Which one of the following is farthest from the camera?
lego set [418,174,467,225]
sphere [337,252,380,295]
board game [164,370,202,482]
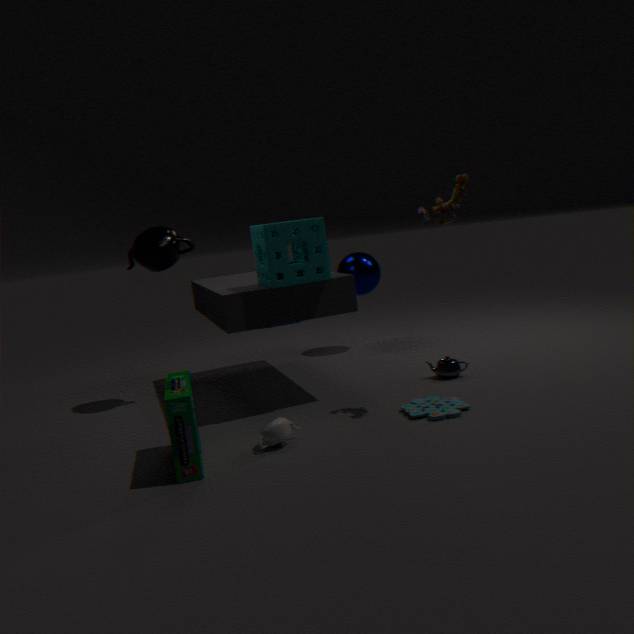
sphere [337,252,380,295]
